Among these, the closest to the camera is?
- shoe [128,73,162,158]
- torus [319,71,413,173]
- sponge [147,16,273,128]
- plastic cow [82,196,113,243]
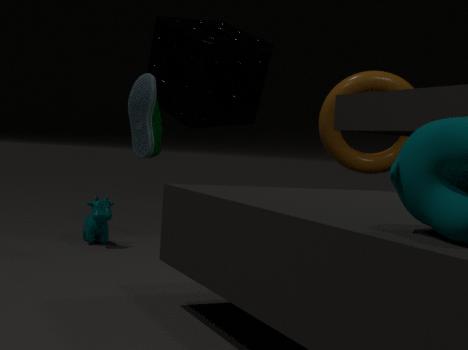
shoe [128,73,162,158]
